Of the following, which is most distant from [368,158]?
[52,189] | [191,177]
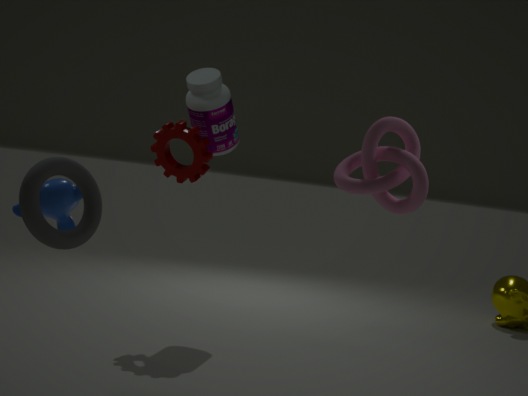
[191,177]
